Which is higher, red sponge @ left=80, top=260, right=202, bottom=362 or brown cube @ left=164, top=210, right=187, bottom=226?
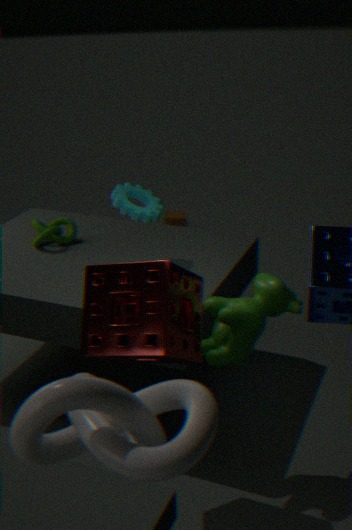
red sponge @ left=80, top=260, right=202, bottom=362
